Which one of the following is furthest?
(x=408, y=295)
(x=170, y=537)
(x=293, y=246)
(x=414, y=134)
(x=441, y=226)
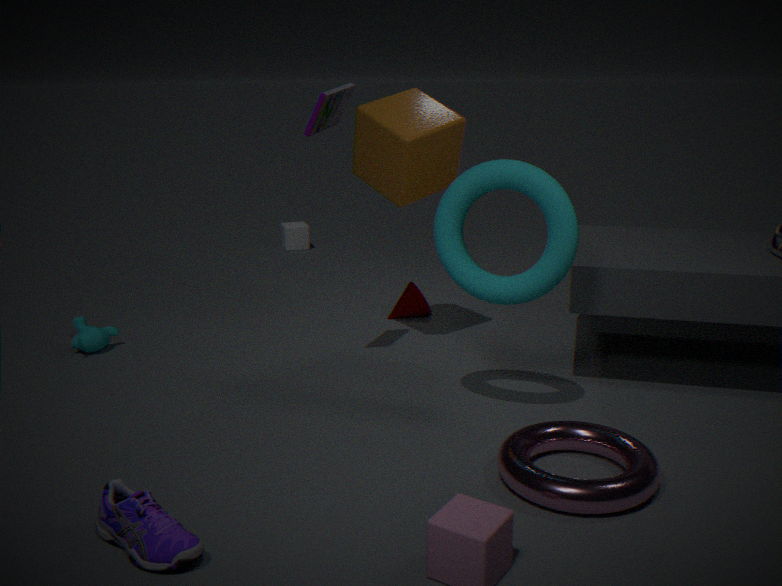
(x=293, y=246)
